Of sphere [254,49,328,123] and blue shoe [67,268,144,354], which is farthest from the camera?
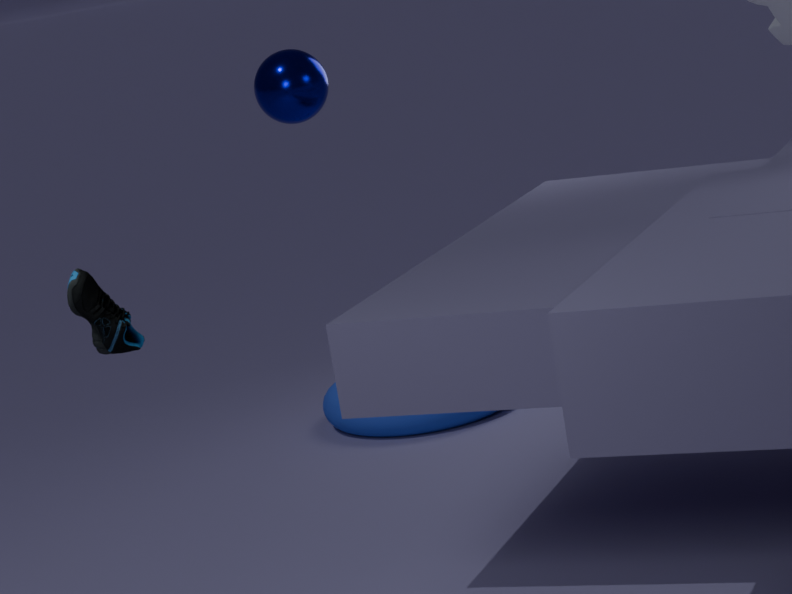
sphere [254,49,328,123]
